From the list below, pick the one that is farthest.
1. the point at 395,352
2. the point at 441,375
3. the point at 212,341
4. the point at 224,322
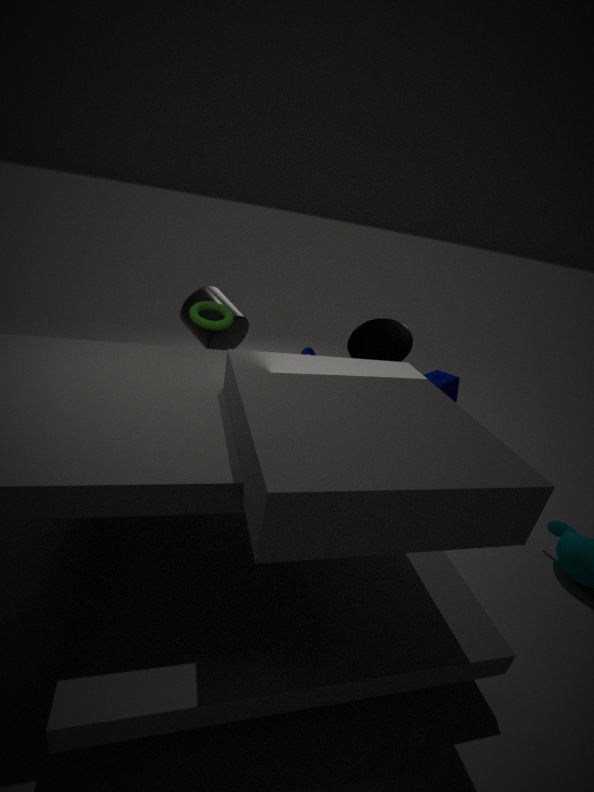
the point at 212,341
